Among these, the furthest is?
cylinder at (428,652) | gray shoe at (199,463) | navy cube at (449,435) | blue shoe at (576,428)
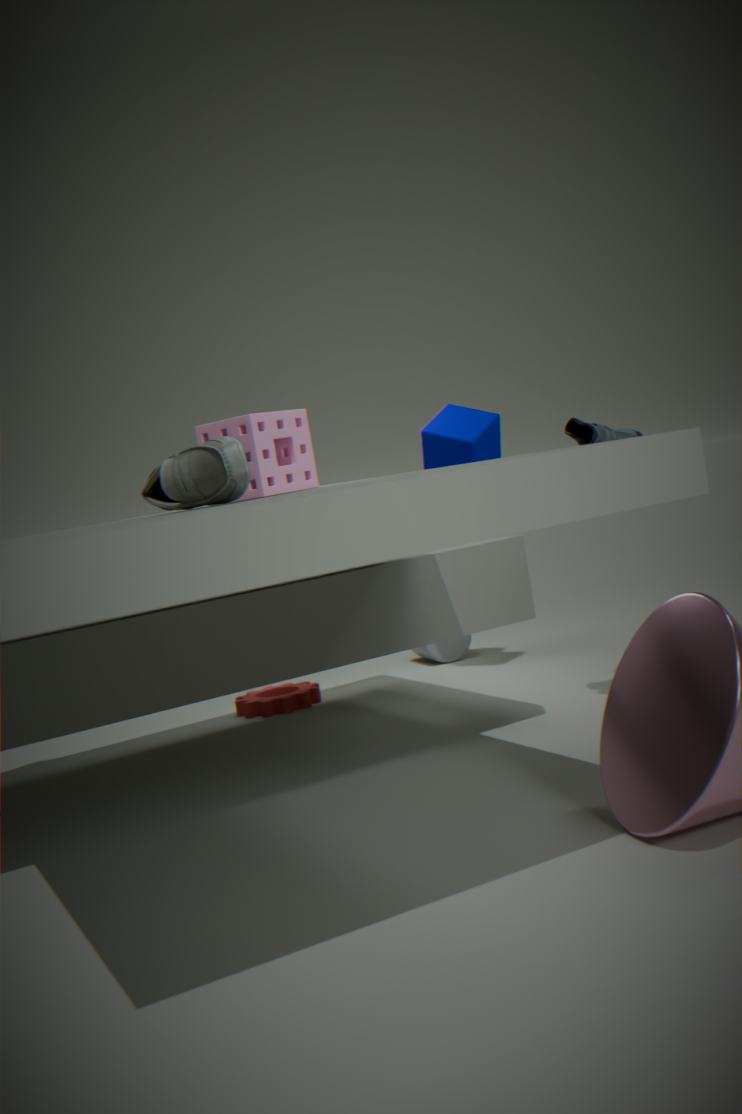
cylinder at (428,652)
